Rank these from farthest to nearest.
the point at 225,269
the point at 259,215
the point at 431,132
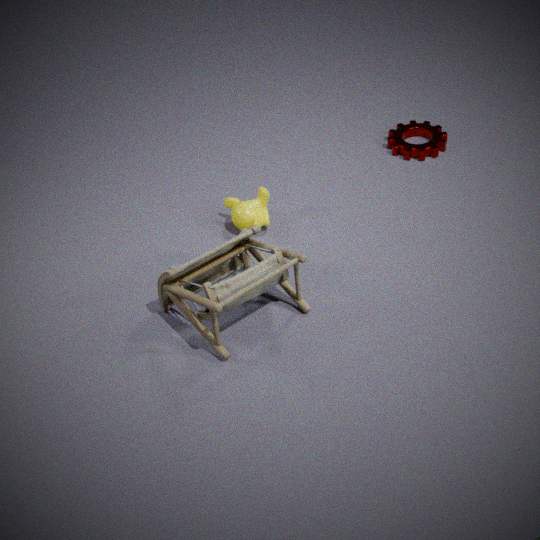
the point at 431,132
the point at 259,215
the point at 225,269
